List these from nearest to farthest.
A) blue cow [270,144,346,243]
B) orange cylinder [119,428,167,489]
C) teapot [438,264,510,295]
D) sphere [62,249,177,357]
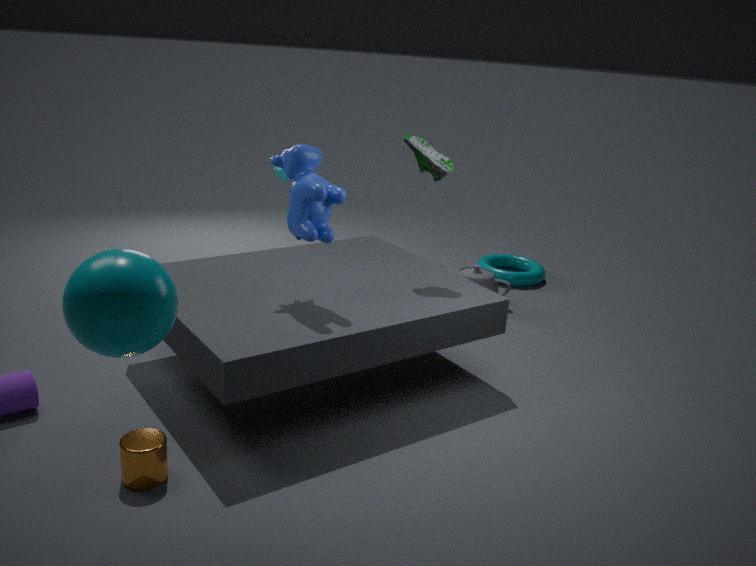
sphere [62,249,177,357] → orange cylinder [119,428,167,489] → blue cow [270,144,346,243] → teapot [438,264,510,295]
